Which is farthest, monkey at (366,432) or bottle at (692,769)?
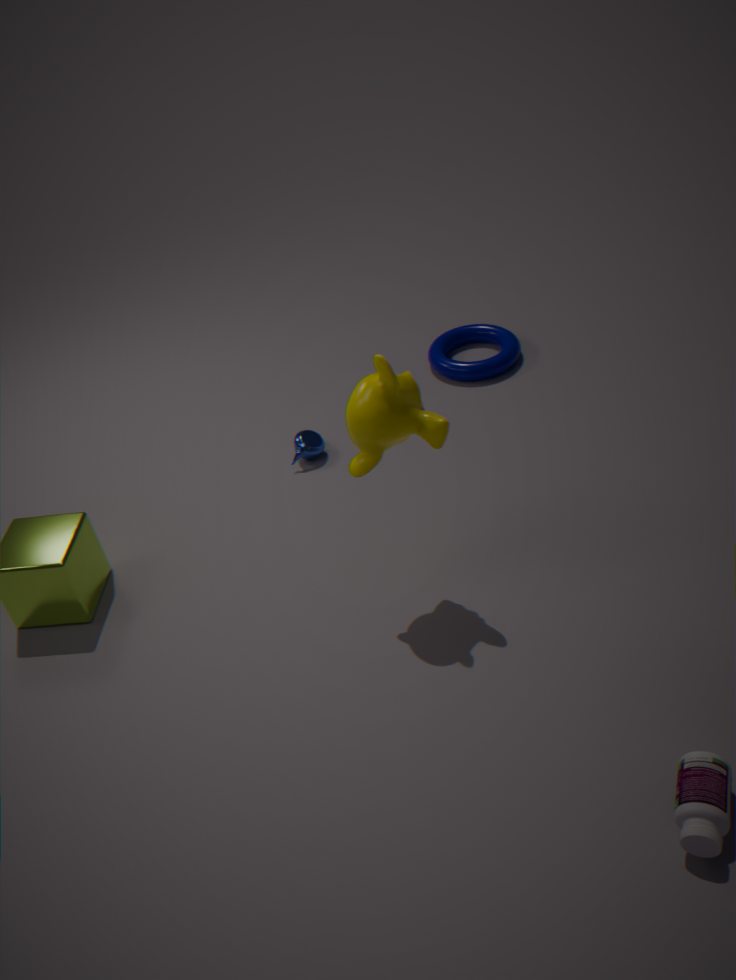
monkey at (366,432)
